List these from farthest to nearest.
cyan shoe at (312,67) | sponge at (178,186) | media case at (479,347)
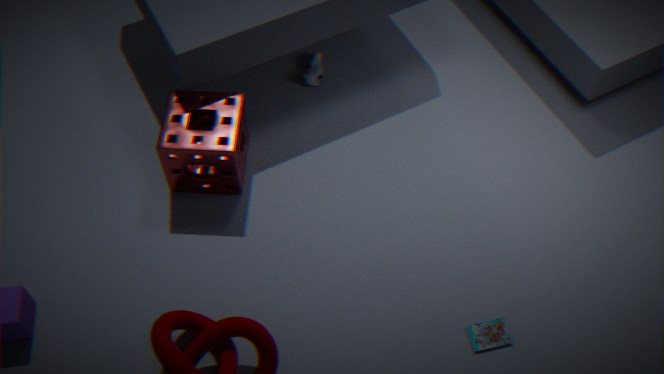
cyan shoe at (312,67) < sponge at (178,186) < media case at (479,347)
